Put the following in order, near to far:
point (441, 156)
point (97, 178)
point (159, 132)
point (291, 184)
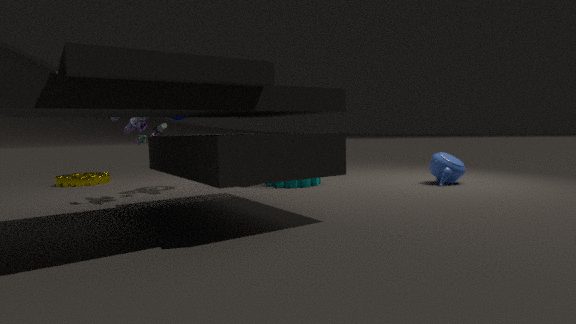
point (159, 132)
point (291, 184)
point (441, 156)
point (97, 178)
